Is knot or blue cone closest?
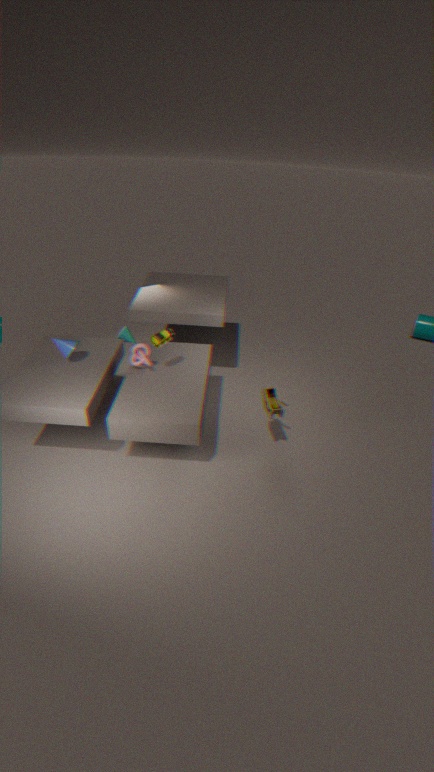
blue cone
